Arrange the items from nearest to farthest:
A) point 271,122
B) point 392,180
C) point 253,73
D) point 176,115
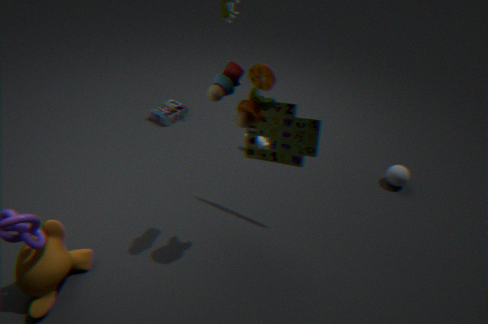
point 253,73, point 271,122, point 392,180, point 176,115
